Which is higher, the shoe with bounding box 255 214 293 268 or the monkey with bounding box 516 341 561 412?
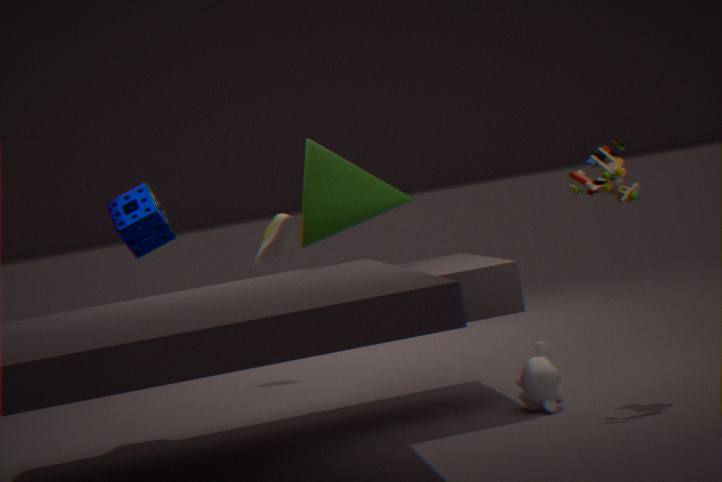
the shoe with bounding box 255 214 293 268
